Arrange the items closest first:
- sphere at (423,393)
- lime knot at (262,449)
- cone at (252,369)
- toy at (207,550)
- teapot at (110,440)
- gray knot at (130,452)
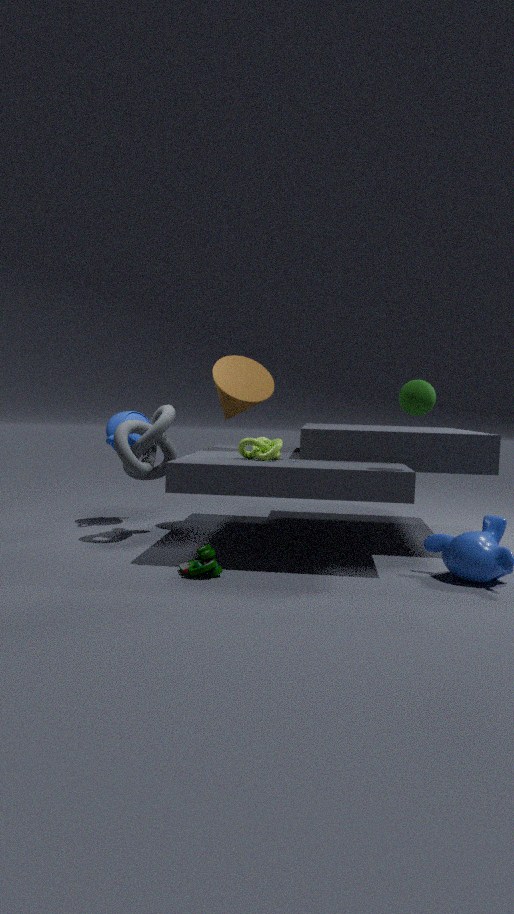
1. sphere at (423,393)
2. toy at (207,550)
3. lime knot at (262,449)
4. gray knot at (130,452)
5. cone at (252,369)
6. teapot at (110,440)
